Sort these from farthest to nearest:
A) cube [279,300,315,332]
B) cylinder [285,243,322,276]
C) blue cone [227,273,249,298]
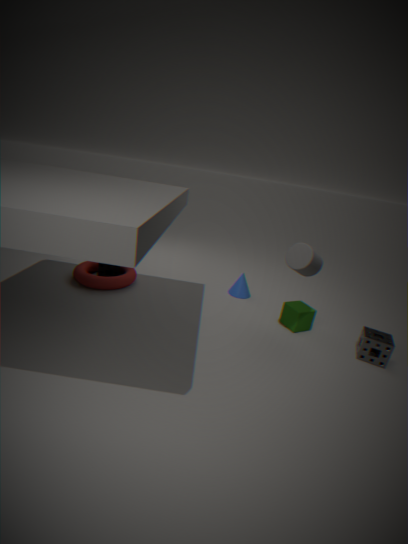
C. blue cone [227,273,249,298] → A. cube [279,300,315,332] → B. cylinder [285,243,322,276]
